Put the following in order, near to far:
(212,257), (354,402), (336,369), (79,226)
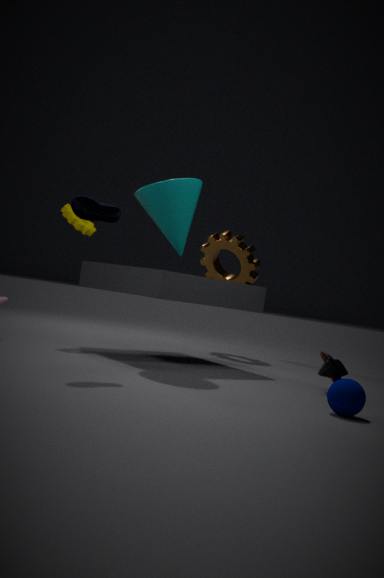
1. (354,402)
2. (336,369)
3. (79,226)
4. (212,257)
